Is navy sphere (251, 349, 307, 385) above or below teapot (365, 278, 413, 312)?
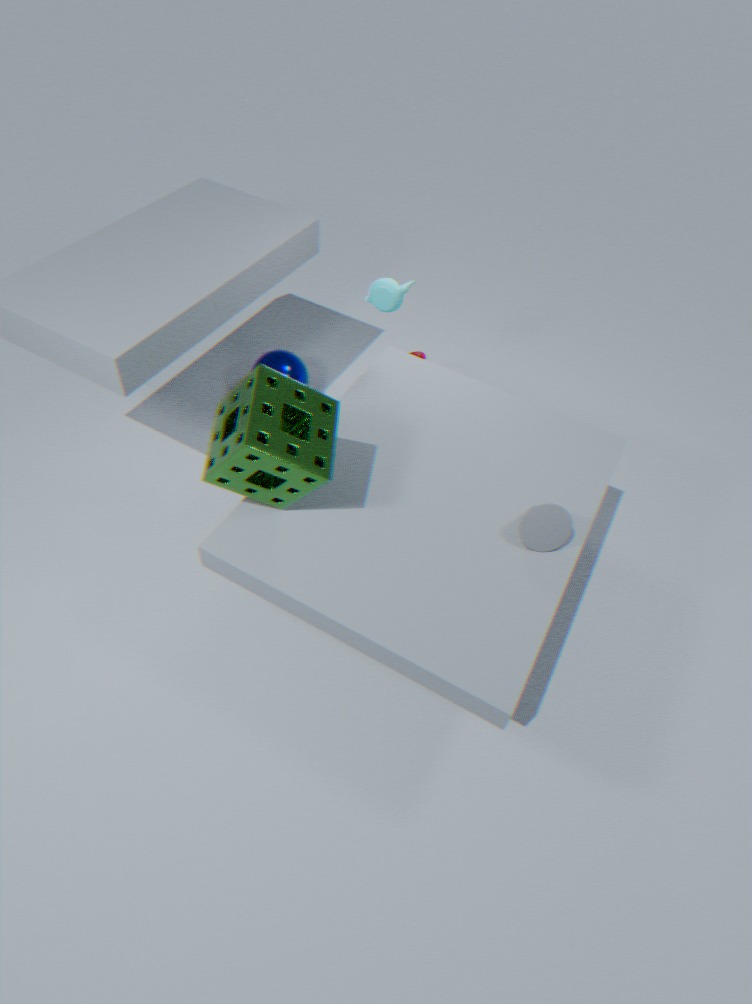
below
